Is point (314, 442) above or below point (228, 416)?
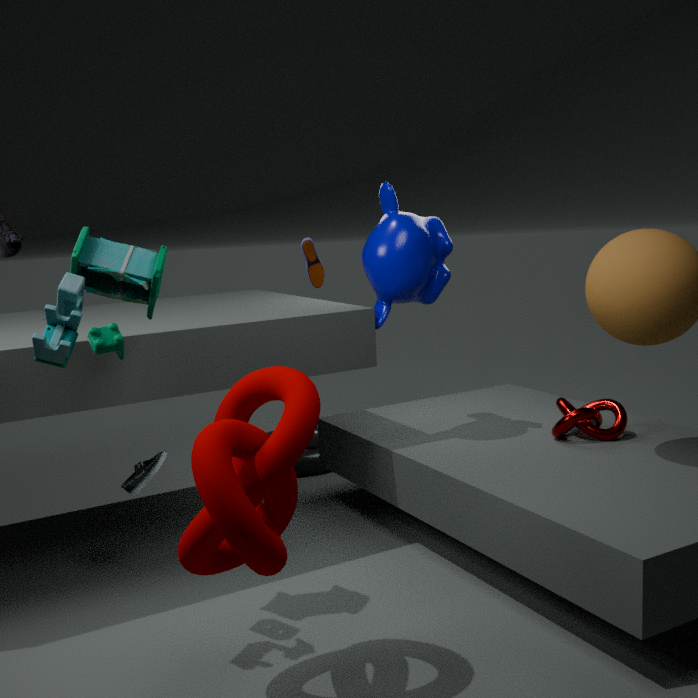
below
